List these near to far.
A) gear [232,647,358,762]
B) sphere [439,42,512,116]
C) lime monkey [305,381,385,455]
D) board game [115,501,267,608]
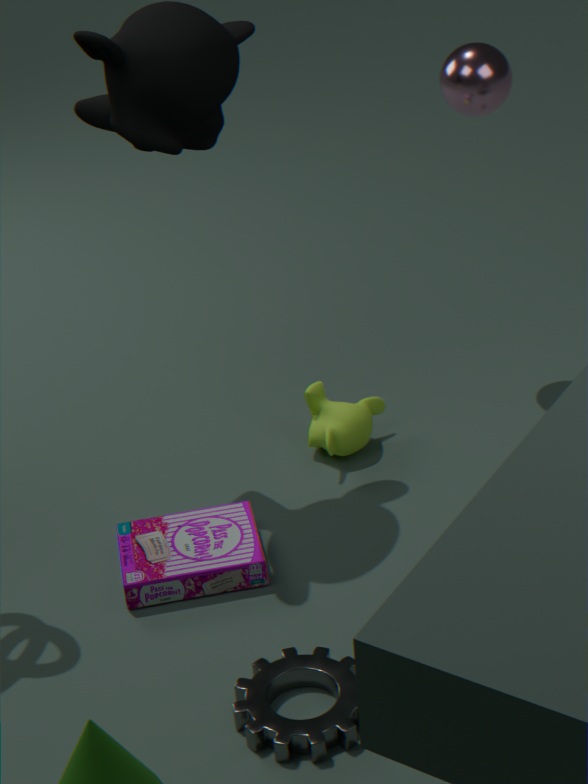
gear [232,647,358,762], board game [115,501,267,608], sphere [439,42,512,116], lime monkey [305,381,385,455]
